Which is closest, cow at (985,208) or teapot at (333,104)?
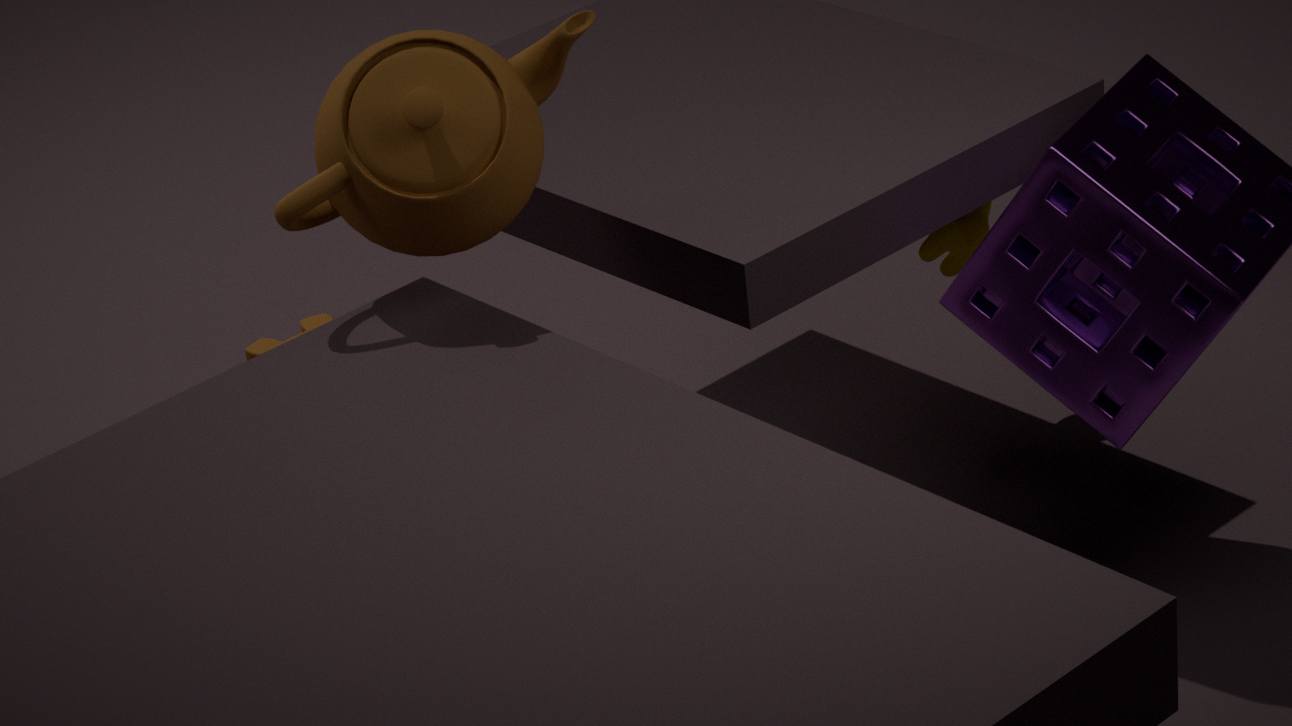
teapot at (333,104)
